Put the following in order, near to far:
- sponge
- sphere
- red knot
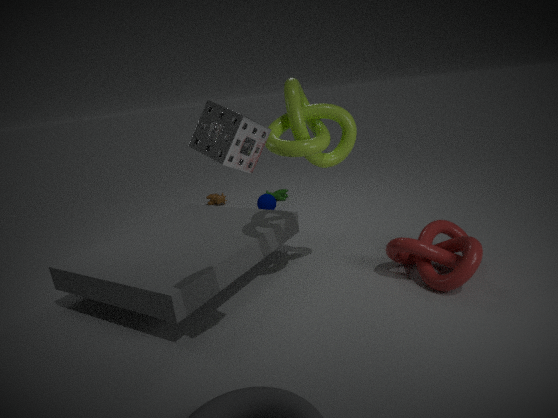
sponge, red knot, sphere
